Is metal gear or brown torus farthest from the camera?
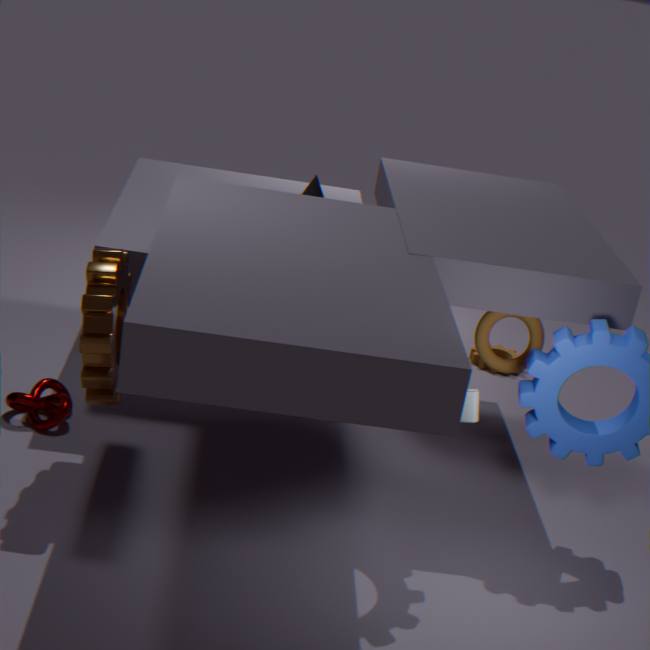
brown torus
